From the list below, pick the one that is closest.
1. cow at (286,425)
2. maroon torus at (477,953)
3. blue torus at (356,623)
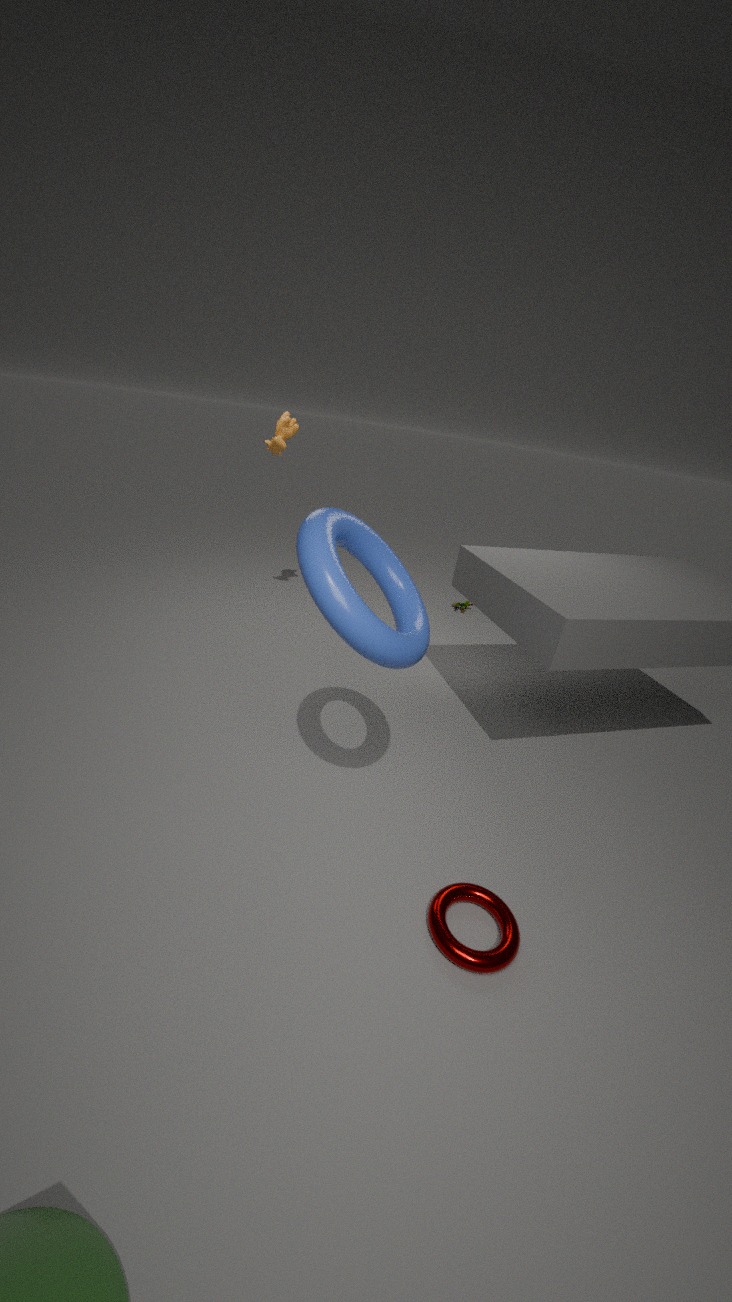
blue torus at (356,623)
